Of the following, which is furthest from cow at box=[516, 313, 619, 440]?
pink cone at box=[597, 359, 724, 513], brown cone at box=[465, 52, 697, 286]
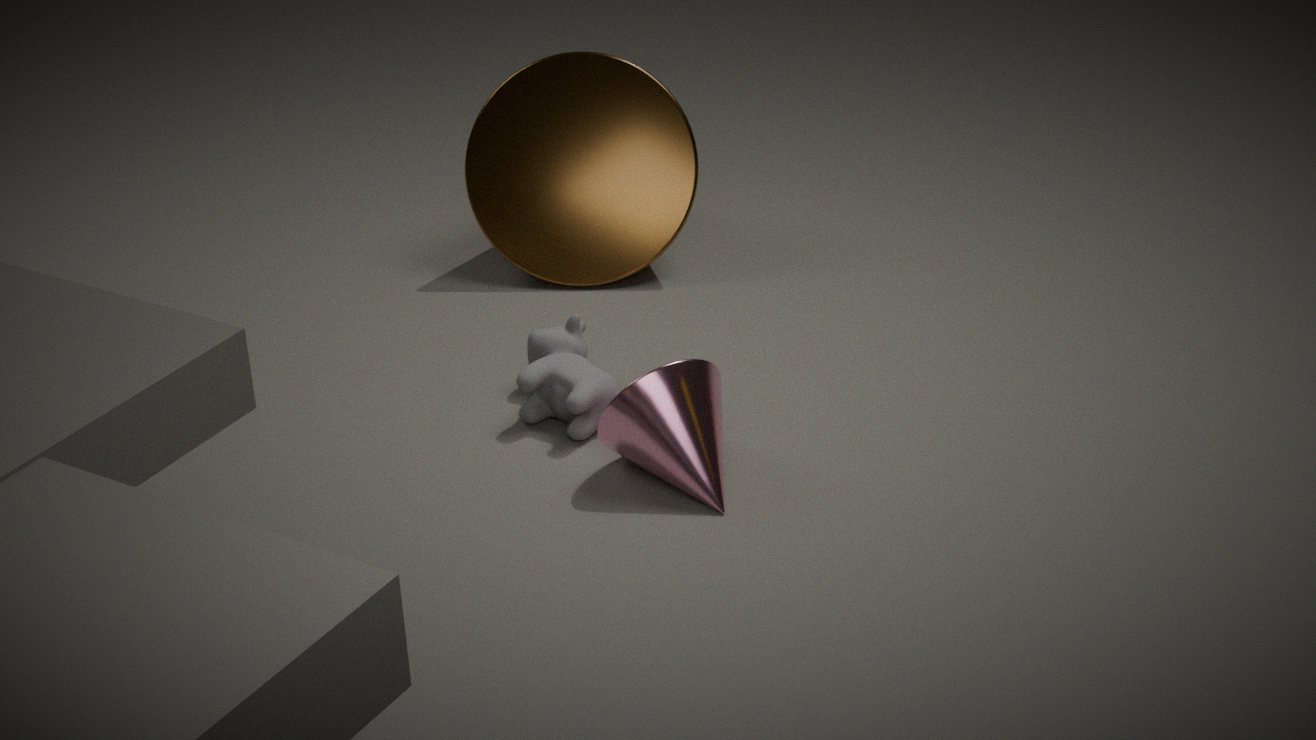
brown cone at box=[465, 52, 697, 286]
